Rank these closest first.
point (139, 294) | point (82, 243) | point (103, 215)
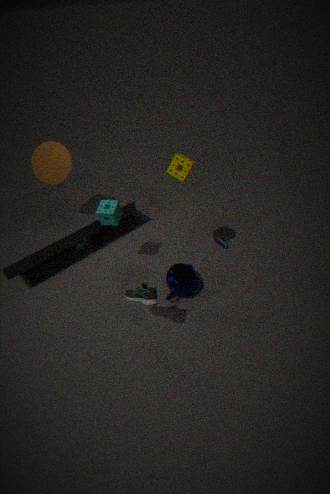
point (139, 294), point (103, 215), point (82, 243)
